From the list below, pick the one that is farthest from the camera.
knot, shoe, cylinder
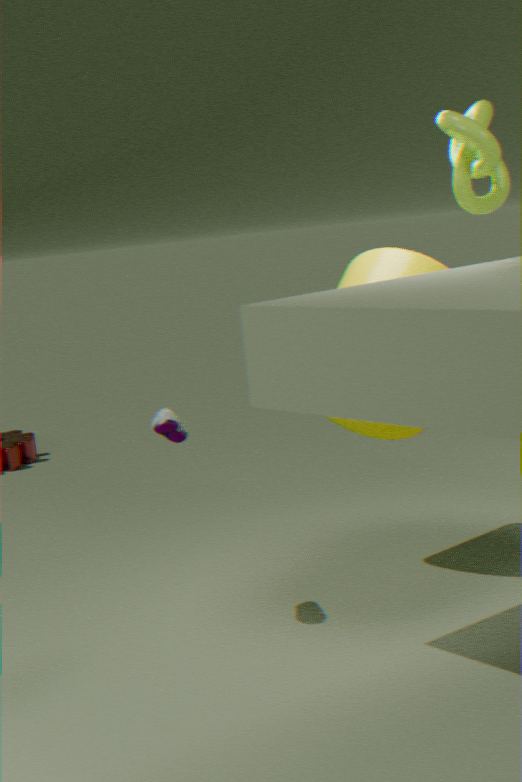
cylinder
